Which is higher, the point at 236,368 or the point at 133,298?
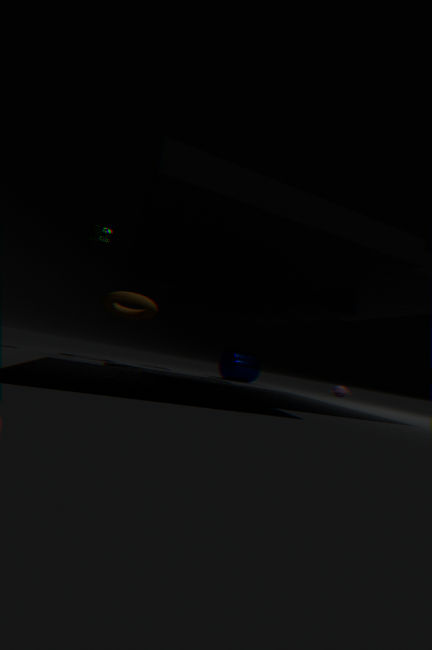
the point at 133,298
